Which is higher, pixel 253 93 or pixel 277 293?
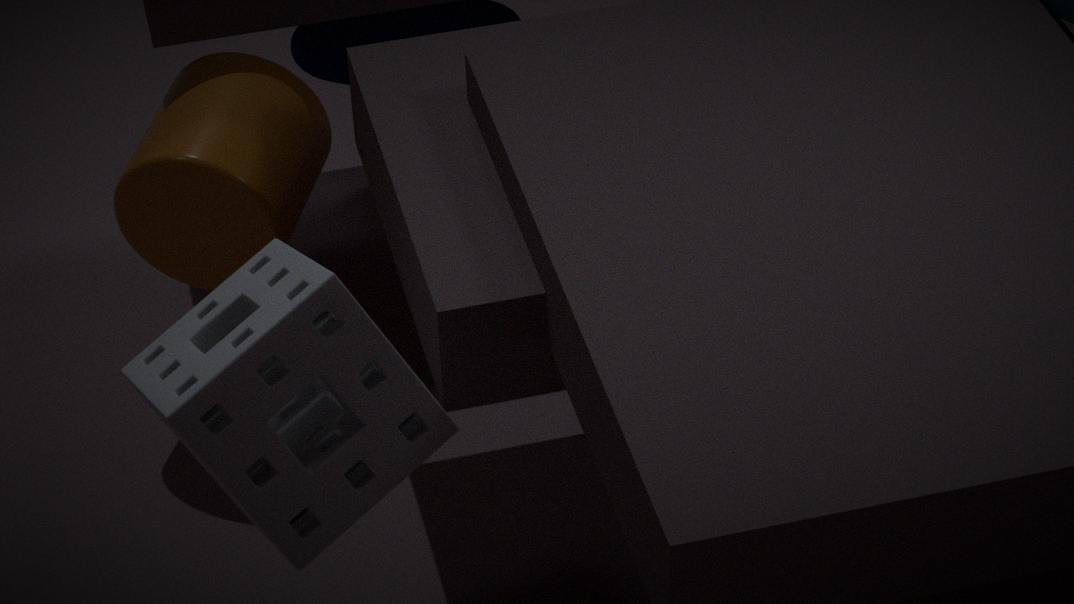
pixel 277 293
